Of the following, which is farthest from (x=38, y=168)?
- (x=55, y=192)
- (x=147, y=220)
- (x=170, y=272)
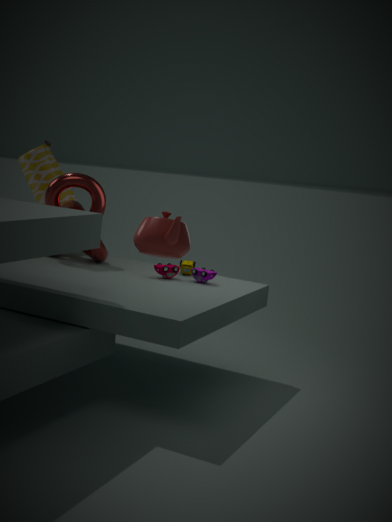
(x=147, y=220)
